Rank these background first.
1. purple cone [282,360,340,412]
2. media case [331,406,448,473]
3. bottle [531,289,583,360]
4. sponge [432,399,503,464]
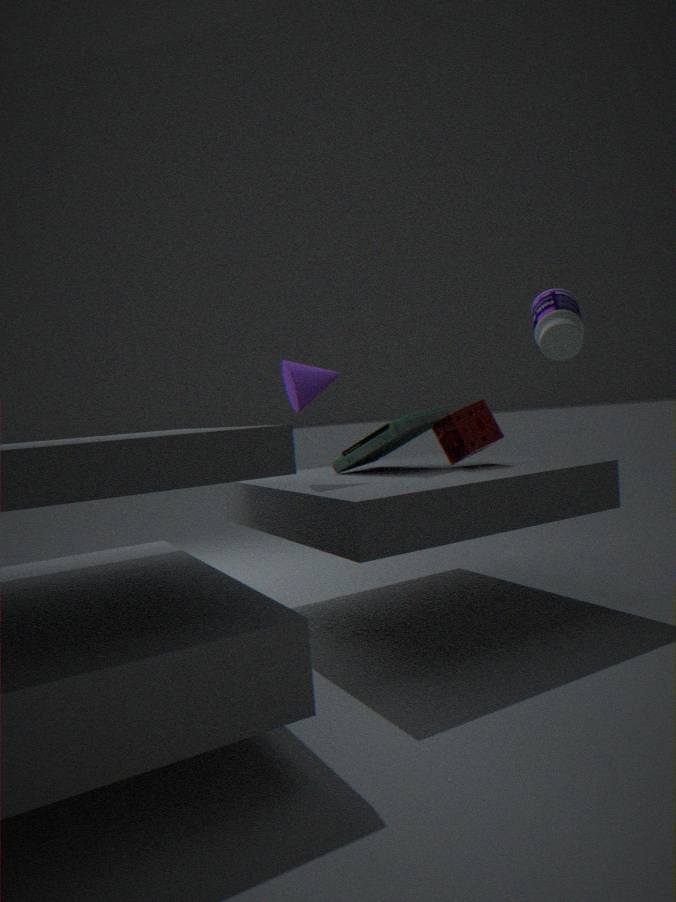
sponge [432,399,503,464]
media case [331,406,448,473]
purple cone [282,360,340,412]
bottle [531,289,583,360]
